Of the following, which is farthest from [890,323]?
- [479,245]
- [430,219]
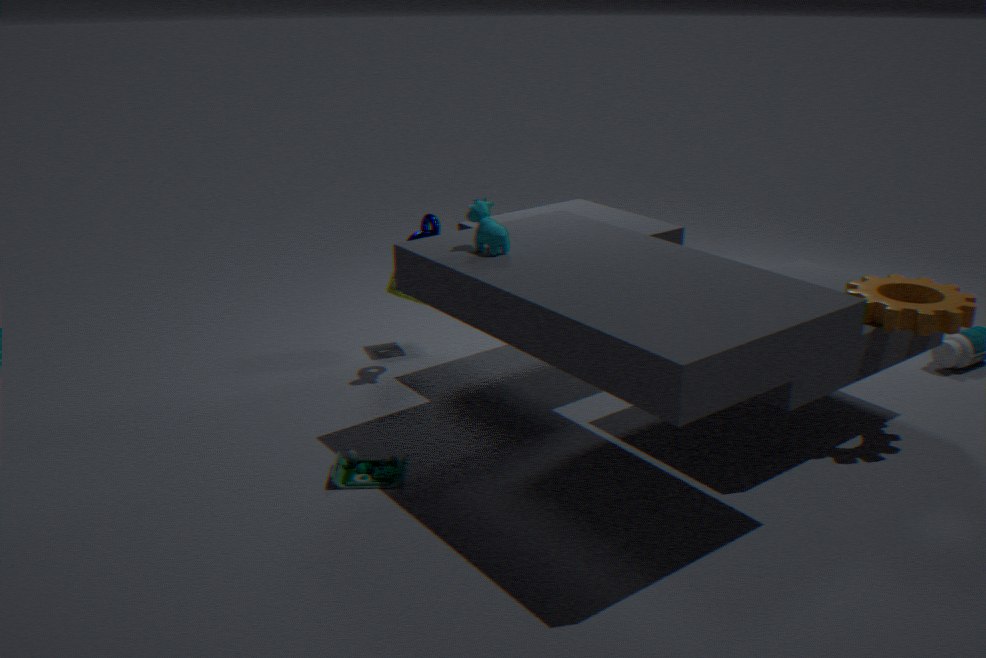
[430,219]
